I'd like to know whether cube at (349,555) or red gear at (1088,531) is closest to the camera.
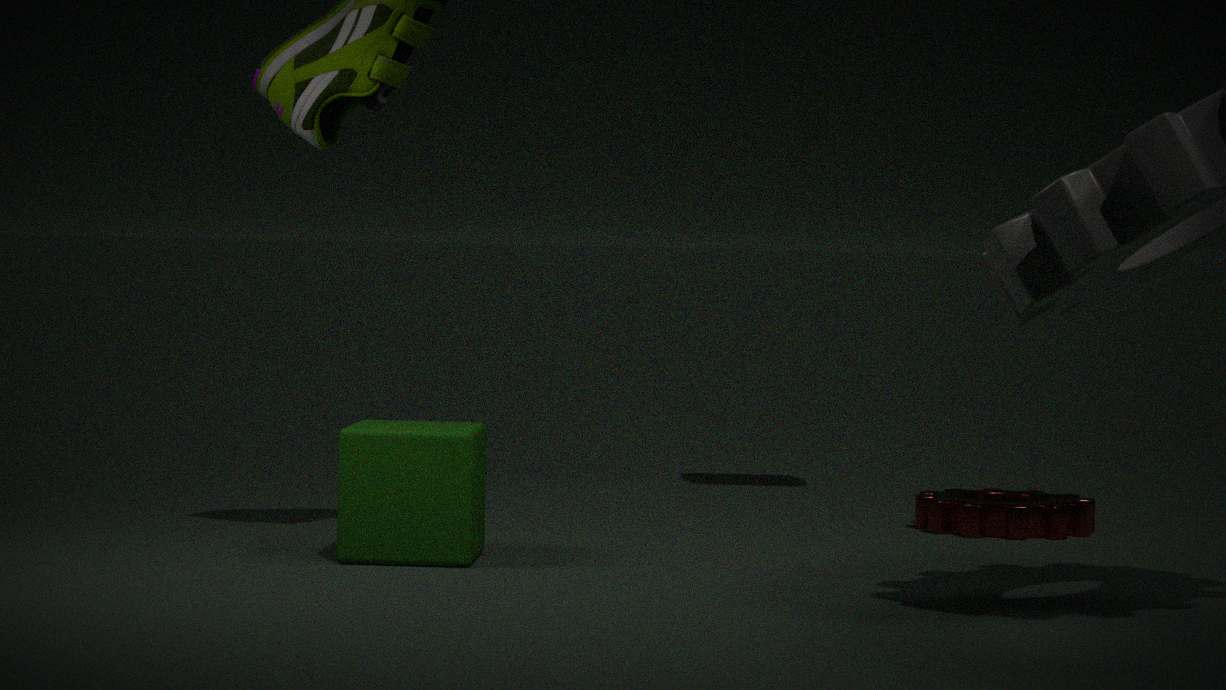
cube at (349,555)
